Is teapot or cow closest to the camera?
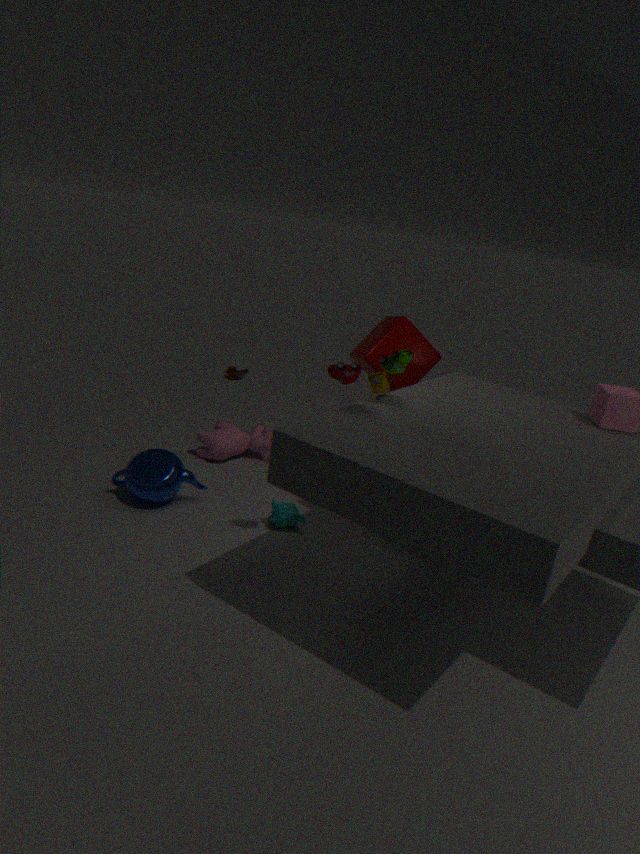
teapot
